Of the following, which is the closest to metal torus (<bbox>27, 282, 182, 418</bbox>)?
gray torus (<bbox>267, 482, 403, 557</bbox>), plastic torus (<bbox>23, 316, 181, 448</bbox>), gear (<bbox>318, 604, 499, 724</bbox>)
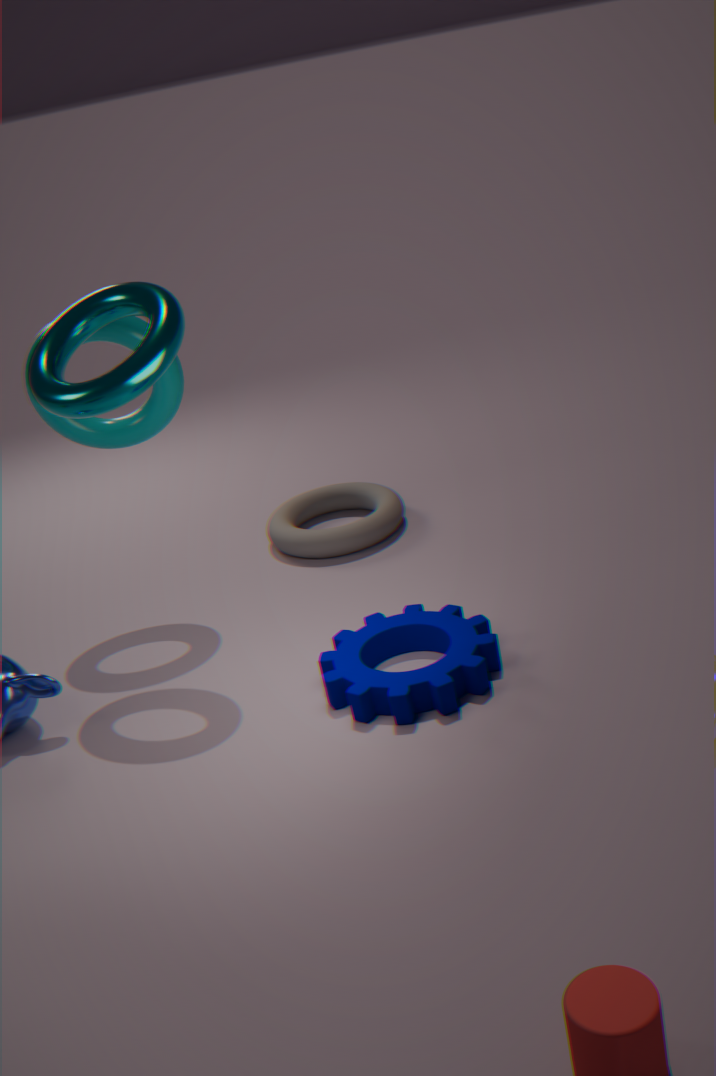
plastic torus (<bbox>23, 316, 181, 448</bbox>)
